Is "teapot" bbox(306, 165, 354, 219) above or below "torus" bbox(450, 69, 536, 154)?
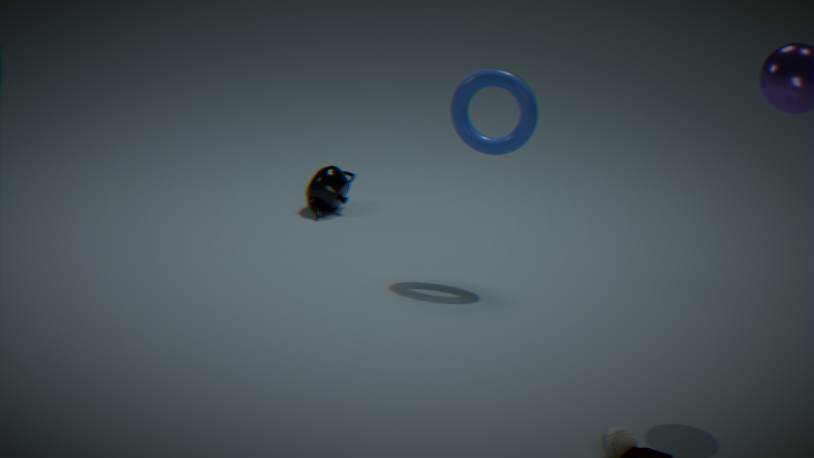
below
